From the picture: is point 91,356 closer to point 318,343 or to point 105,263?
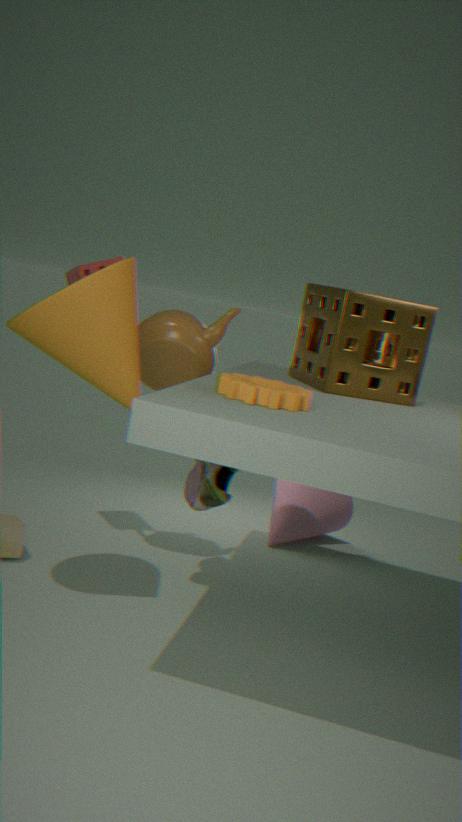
point 105,263
